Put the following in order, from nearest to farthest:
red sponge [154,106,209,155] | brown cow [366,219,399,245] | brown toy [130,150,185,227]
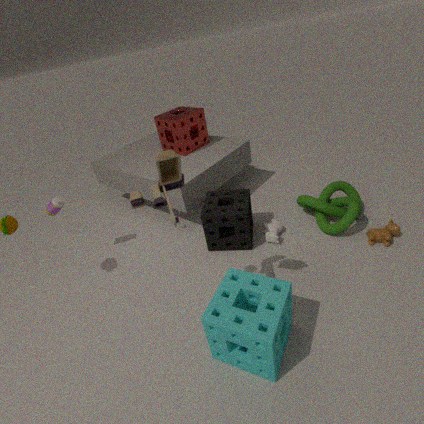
brown toy [130,150,185,227] → brown cow [366,219,399,245] → red sponge [154,106,209,155]
